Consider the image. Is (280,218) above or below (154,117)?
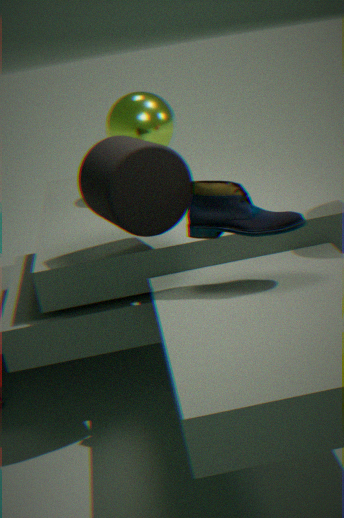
below
